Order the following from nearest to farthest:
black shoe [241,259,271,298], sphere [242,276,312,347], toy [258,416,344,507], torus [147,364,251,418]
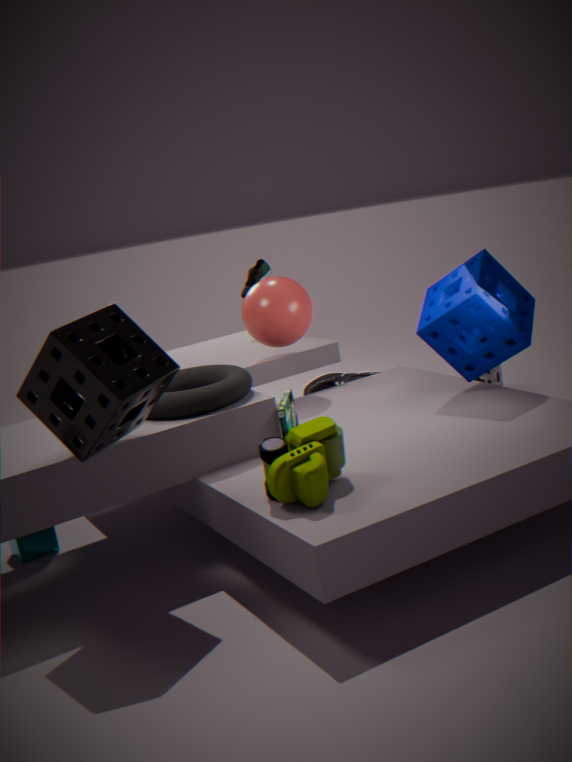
1. toy [258,416,344,507]
2. torus [147,364,251,418]
3. sphere [242,276,312,347]
4. black shoe [241,259,271,298]
